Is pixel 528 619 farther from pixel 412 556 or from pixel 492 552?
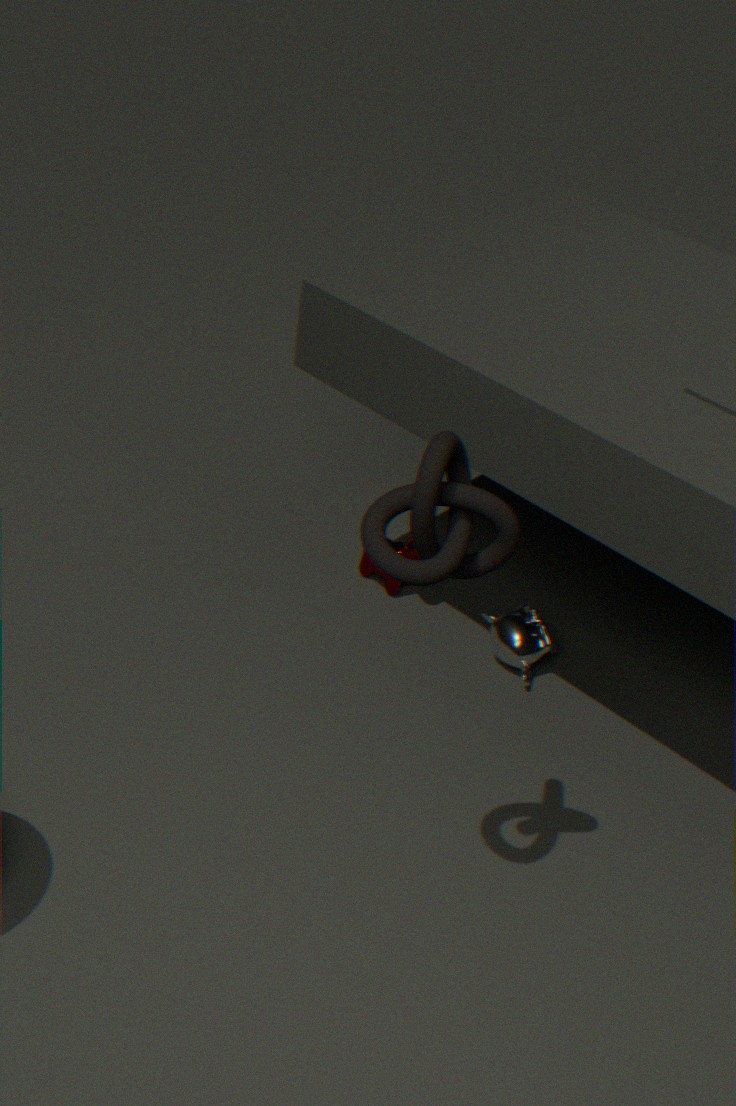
pixel 492 552
